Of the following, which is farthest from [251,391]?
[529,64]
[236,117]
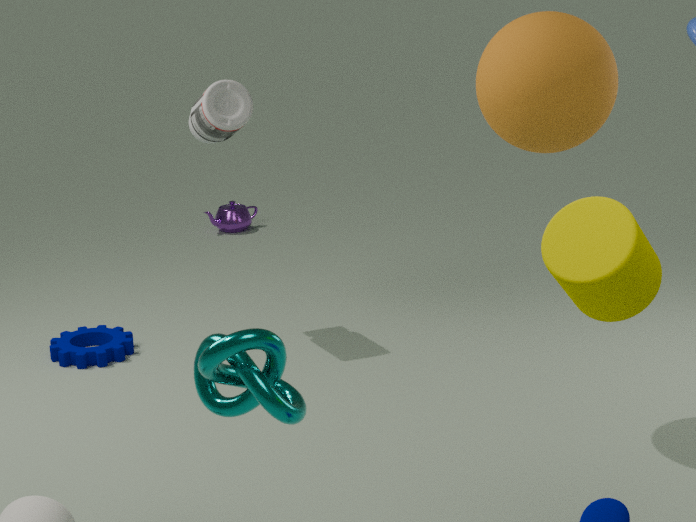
[236,117]
